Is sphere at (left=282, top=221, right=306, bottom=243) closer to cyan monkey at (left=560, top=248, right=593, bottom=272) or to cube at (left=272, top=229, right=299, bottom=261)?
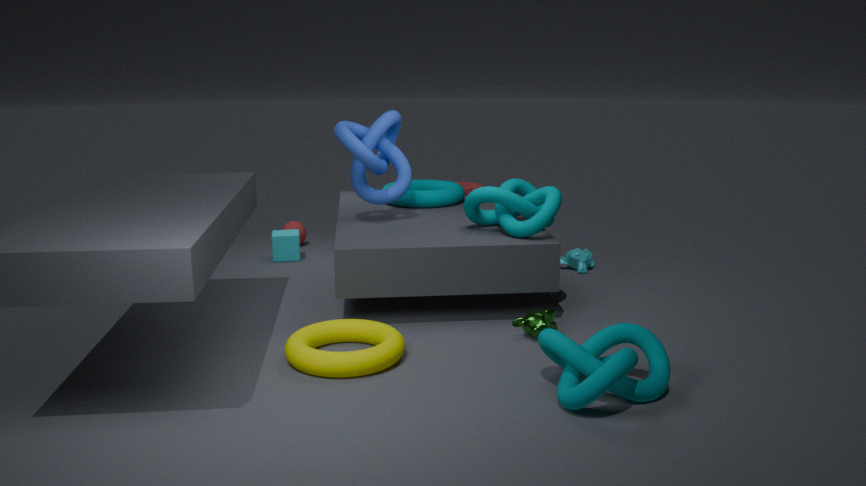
cube at (left=272, top=229, right=299, bottom=261)
